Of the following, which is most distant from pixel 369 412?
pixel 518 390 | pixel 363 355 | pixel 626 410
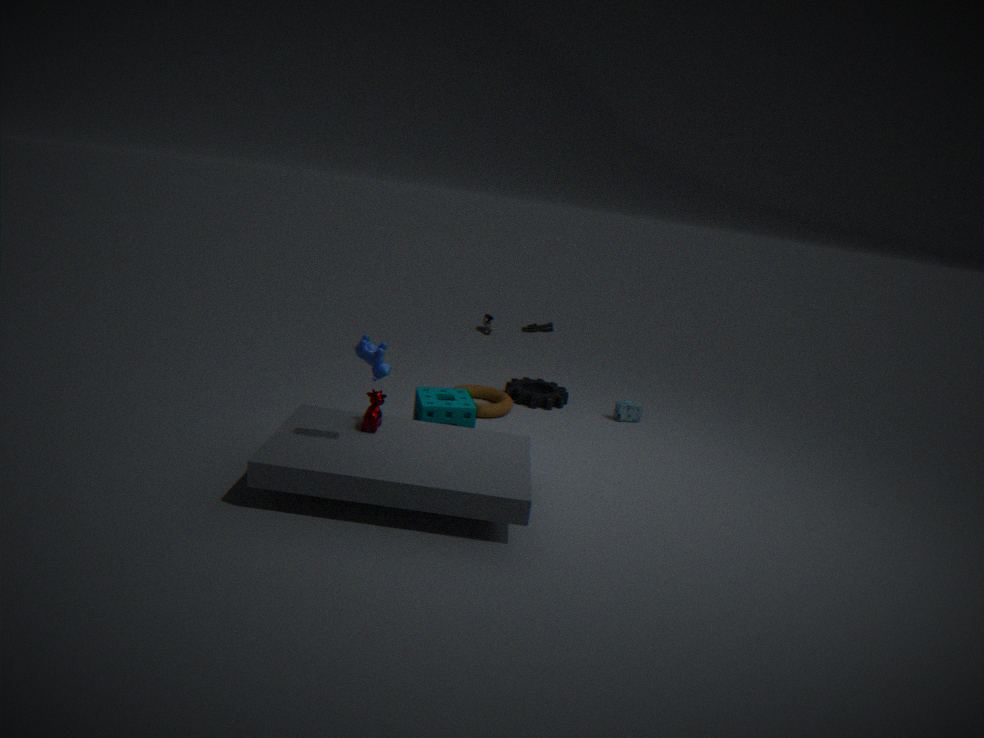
pixel 626 410
